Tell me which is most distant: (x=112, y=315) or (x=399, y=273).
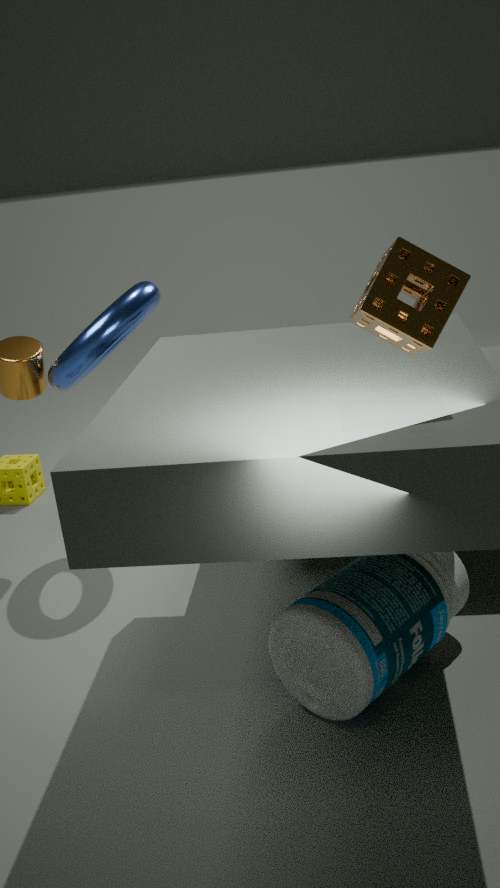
(x=112, y=315)
